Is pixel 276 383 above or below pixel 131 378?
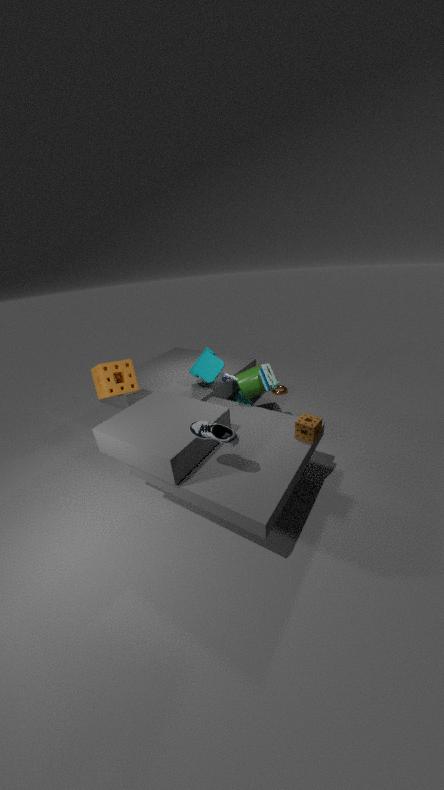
below
